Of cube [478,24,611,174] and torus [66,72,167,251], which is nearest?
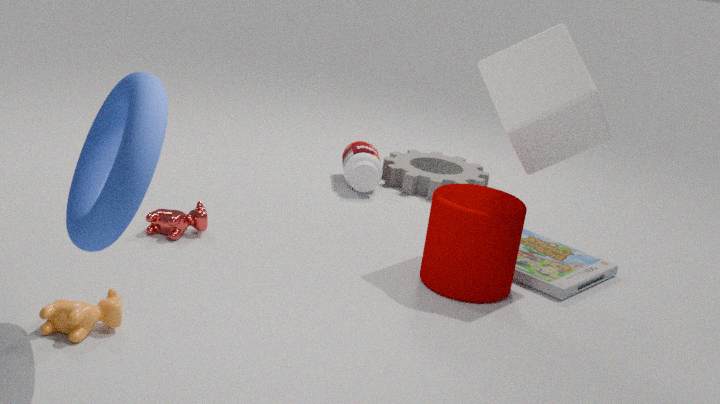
torus [66,72,167,251]
